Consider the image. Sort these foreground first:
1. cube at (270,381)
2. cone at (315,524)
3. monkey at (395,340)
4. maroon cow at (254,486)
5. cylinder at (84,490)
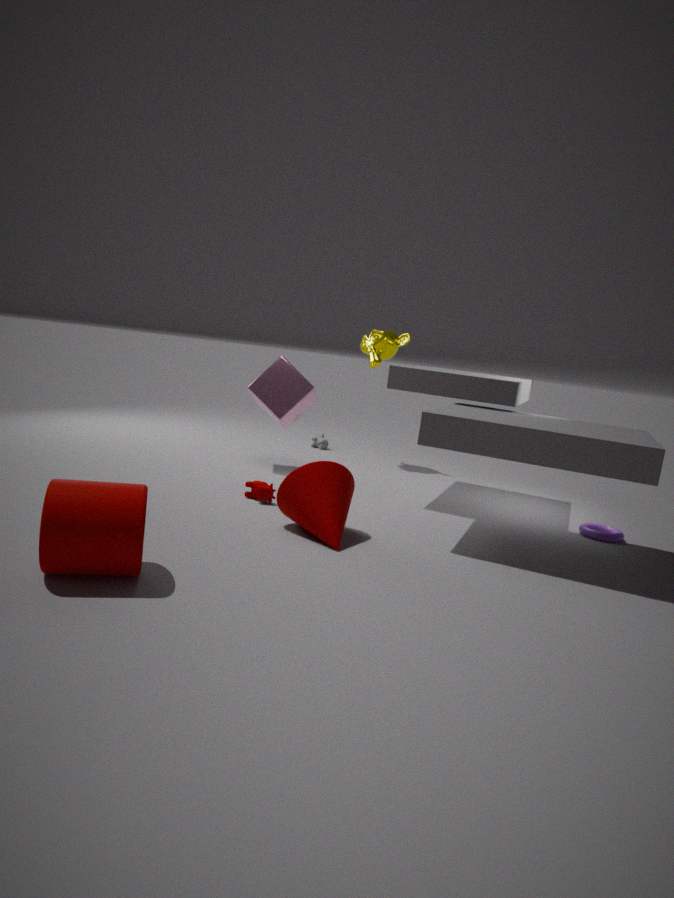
cylinder at (84,490)
cone at (315,524)
maroon cow at (254,486)
cube at (270,381)
monkey at (395,340)
